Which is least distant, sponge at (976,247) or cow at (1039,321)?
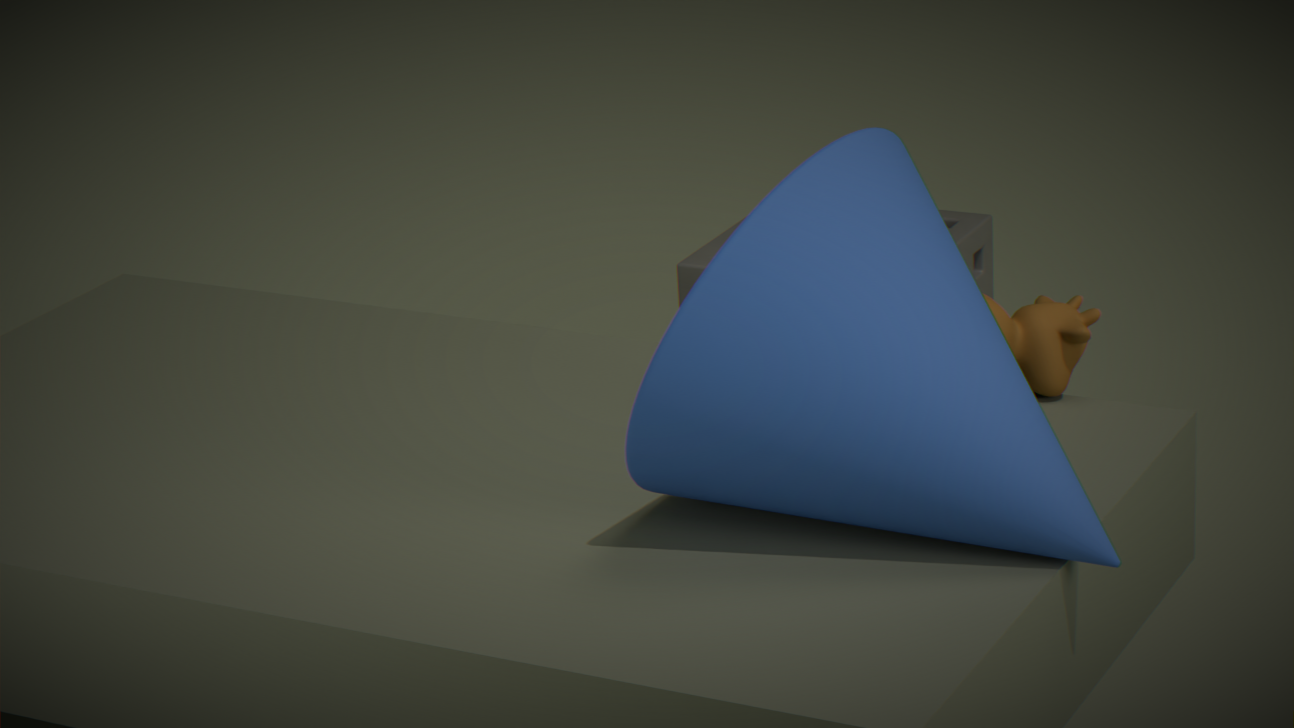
cow at (1039,321)
